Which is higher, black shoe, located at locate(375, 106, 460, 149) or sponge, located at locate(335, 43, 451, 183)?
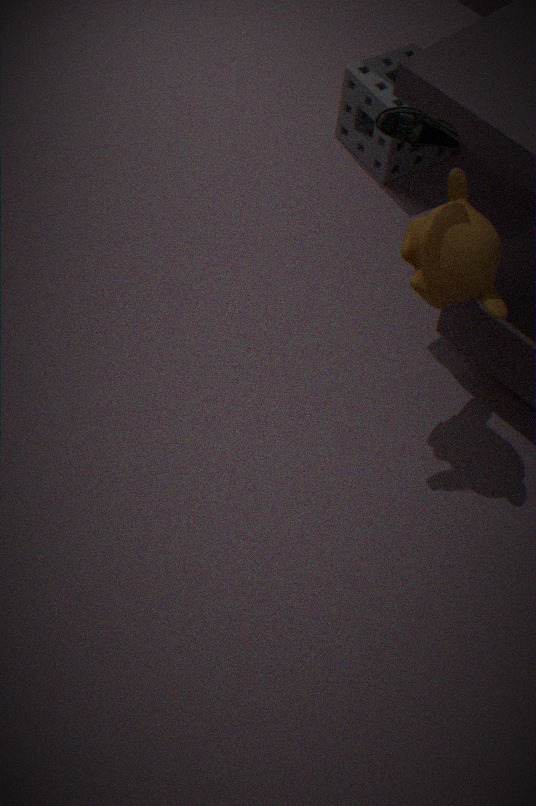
black shoe, located at locate(375, 106, 460, 149)
